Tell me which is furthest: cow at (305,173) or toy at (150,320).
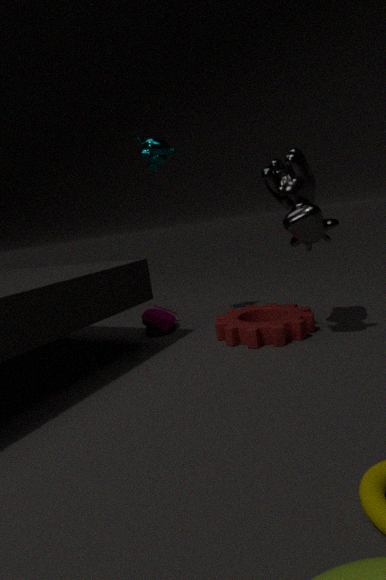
toy at (150,320)
